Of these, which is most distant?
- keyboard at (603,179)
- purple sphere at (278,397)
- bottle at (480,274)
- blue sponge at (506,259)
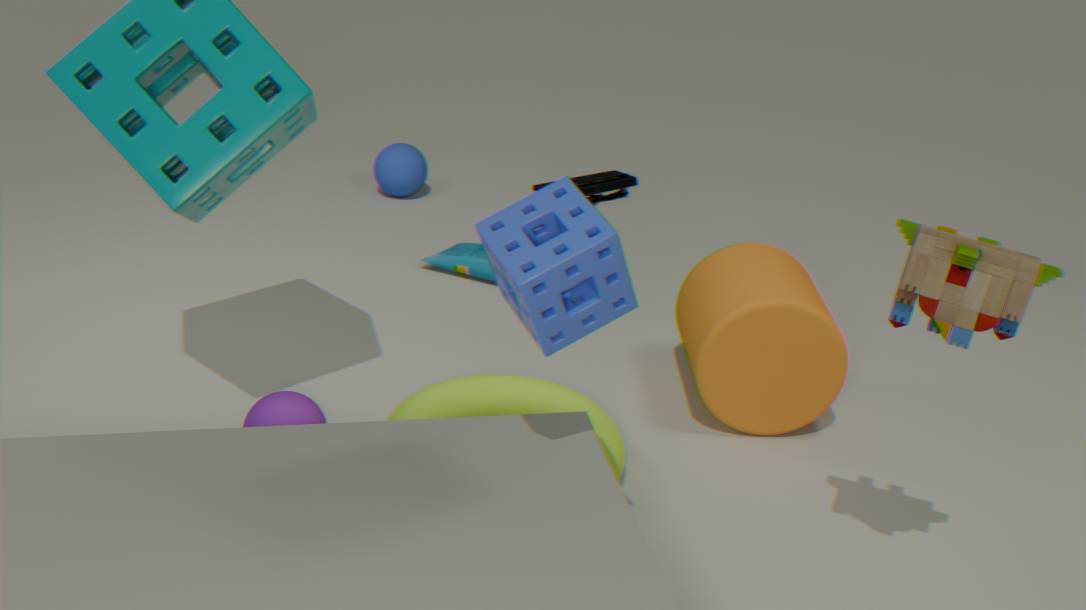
keyboard at (603,179)
